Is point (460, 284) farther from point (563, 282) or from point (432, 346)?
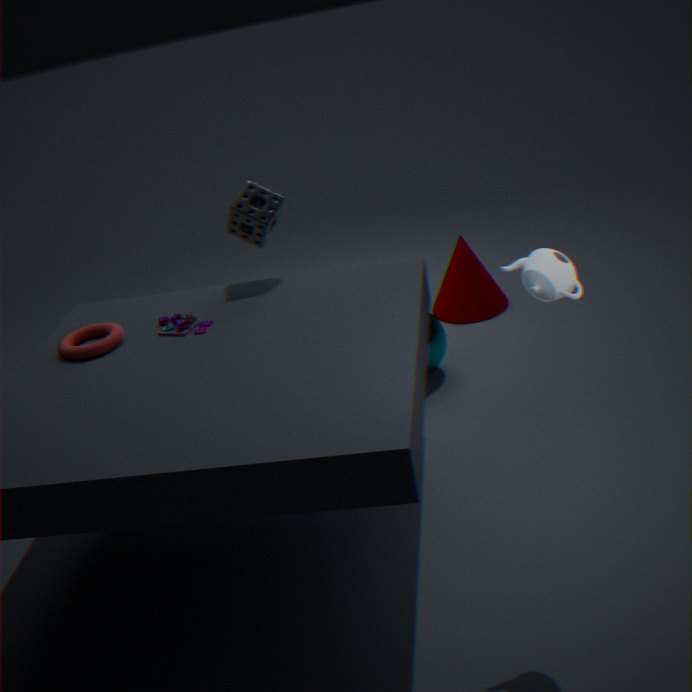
point (563, 282)
